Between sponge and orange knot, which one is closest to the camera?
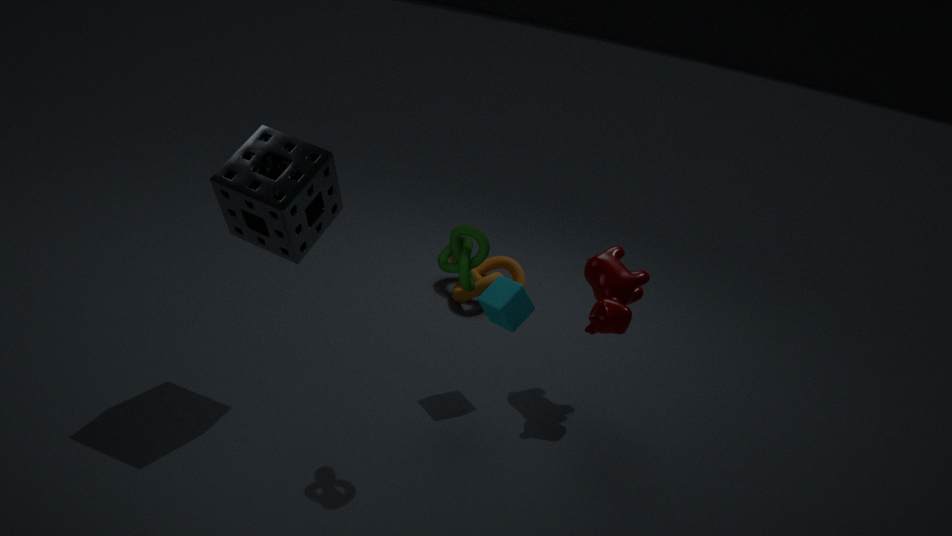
sponge
